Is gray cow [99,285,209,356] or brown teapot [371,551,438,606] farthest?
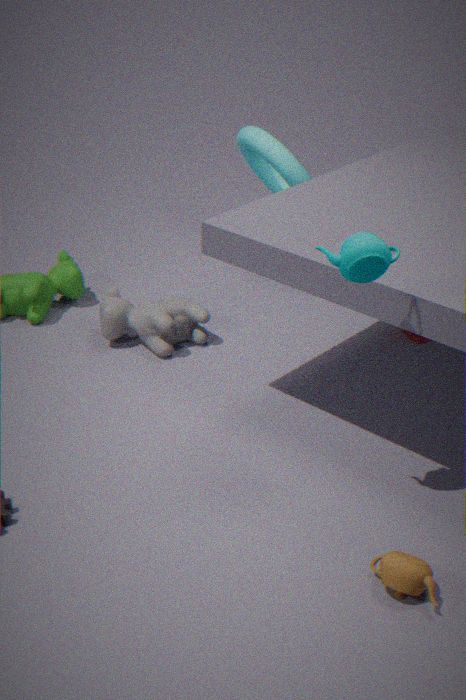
gray cow [99,285,209,356]
